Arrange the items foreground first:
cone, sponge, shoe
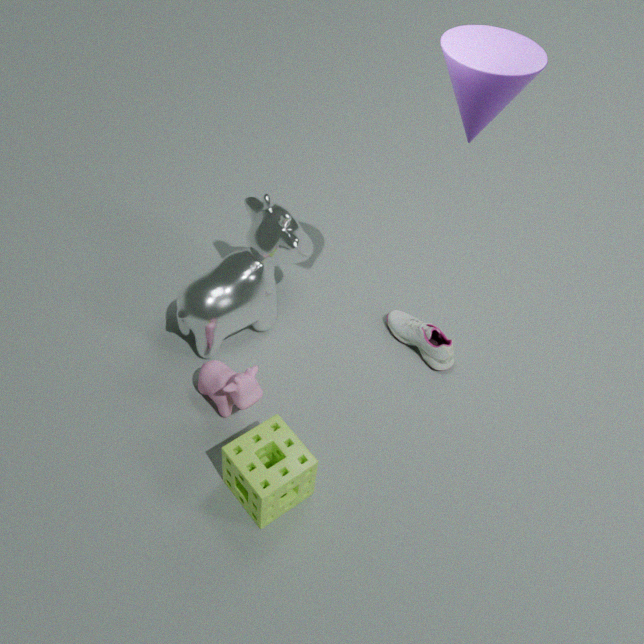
1. cone
2. sponge
3. shoe
